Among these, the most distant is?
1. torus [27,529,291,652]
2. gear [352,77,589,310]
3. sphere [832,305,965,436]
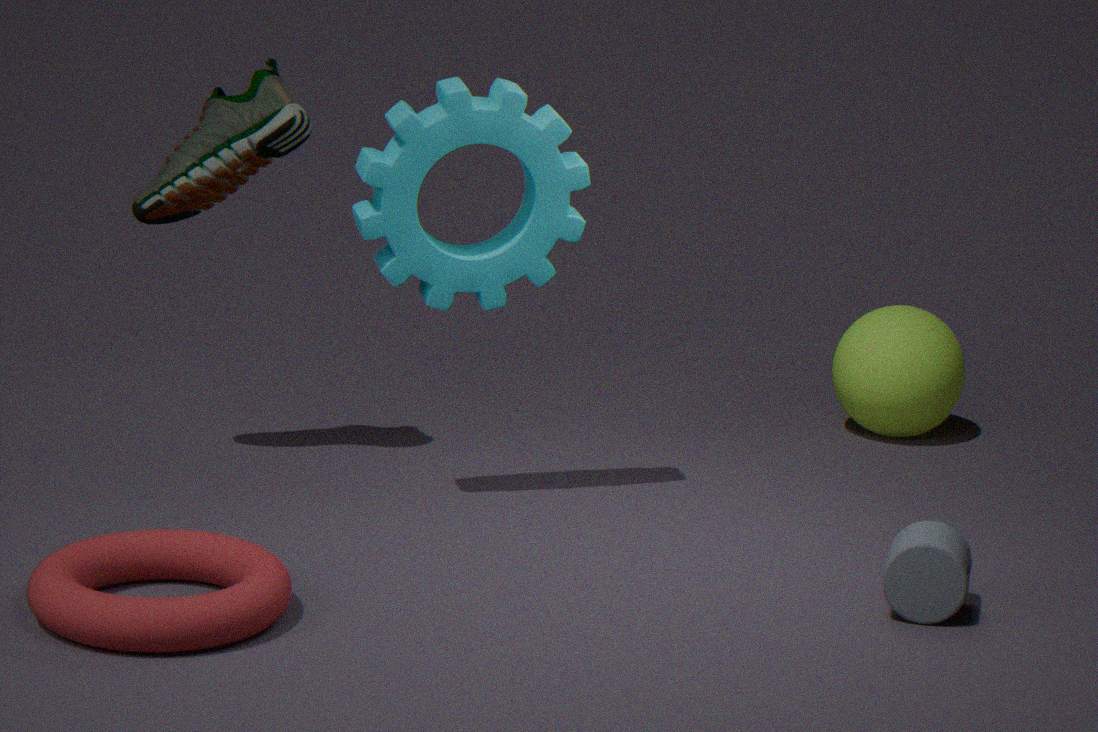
sphere [832,305,965,436]
